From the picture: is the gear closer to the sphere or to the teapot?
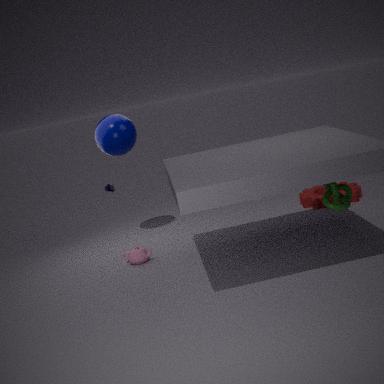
the teapot
